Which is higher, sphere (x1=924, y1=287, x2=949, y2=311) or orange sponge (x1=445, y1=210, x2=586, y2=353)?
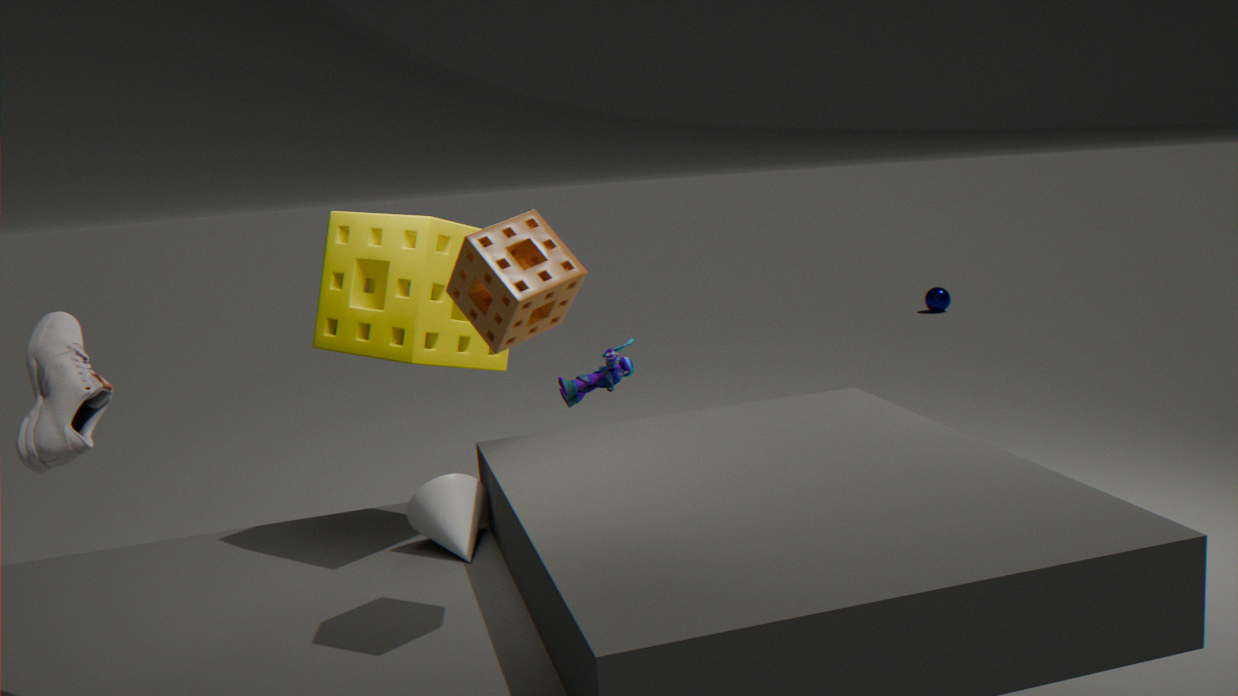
orange sponge (x1=445, y1=210, x2=586, y2=353)
